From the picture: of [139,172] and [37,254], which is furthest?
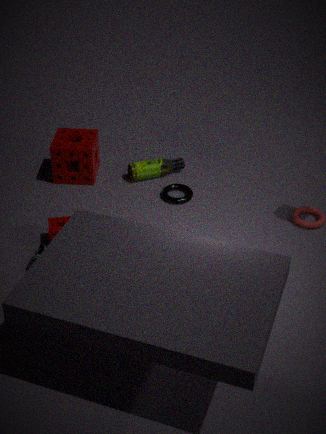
[139,172]
